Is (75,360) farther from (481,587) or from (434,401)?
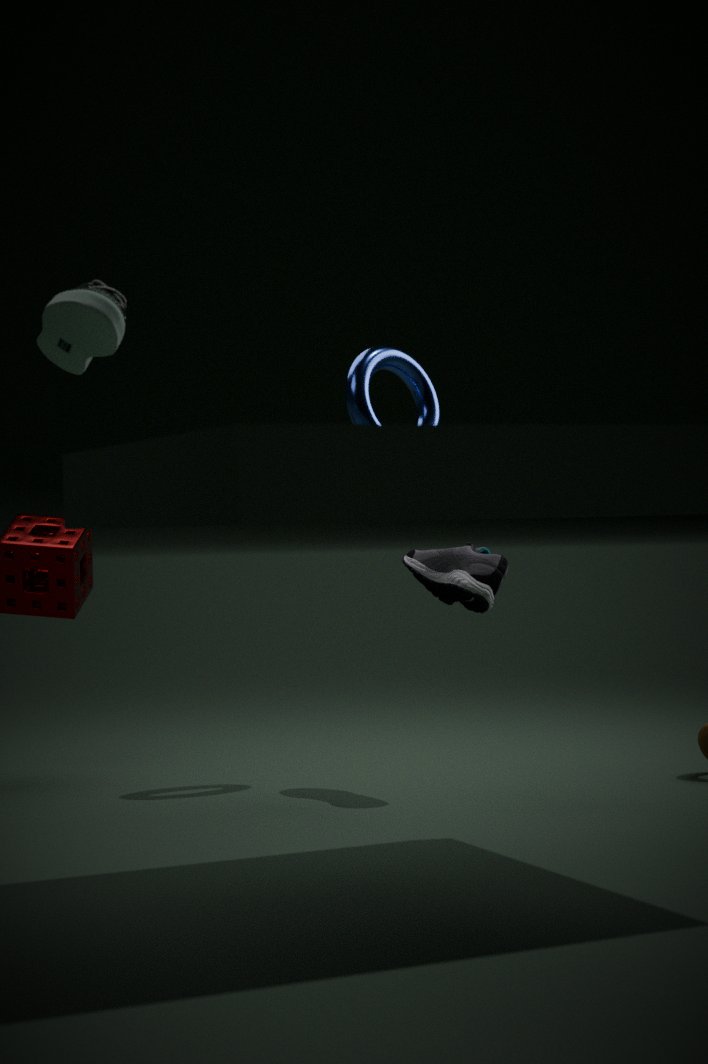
(481,587)
